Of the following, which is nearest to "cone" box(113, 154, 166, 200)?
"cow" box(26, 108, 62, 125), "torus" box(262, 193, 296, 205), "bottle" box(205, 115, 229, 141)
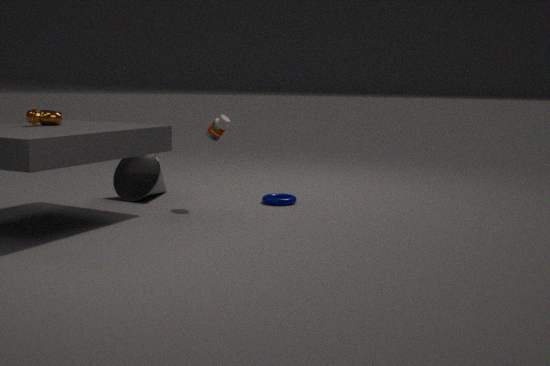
"bottle" box(205, 115, 229, 141)
